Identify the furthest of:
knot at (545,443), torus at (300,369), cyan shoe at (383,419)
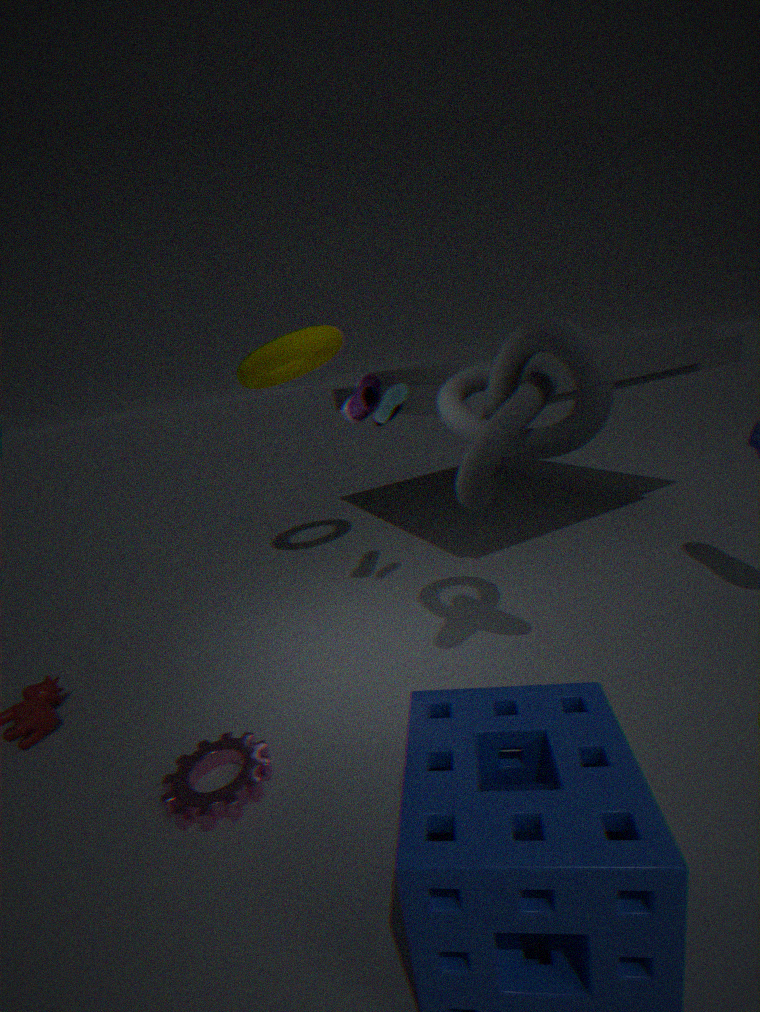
torus at (300,369)
